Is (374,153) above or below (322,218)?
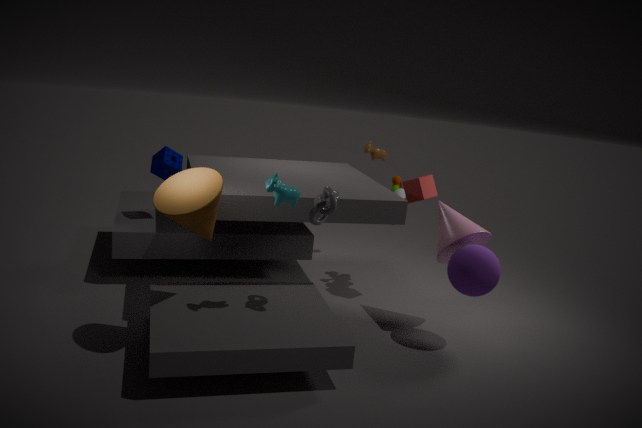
above
